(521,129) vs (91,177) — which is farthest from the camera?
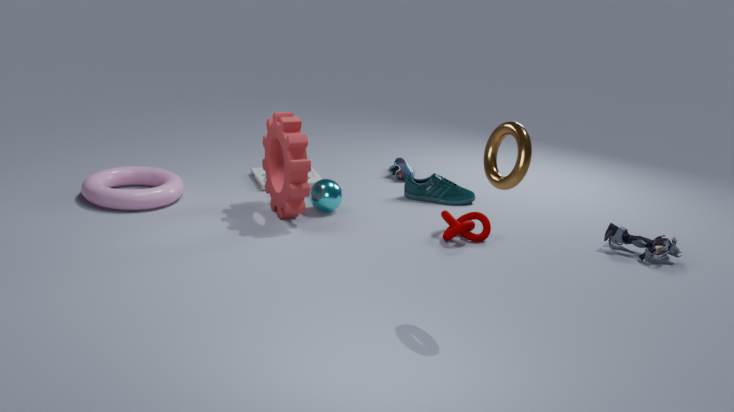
(91,177)
